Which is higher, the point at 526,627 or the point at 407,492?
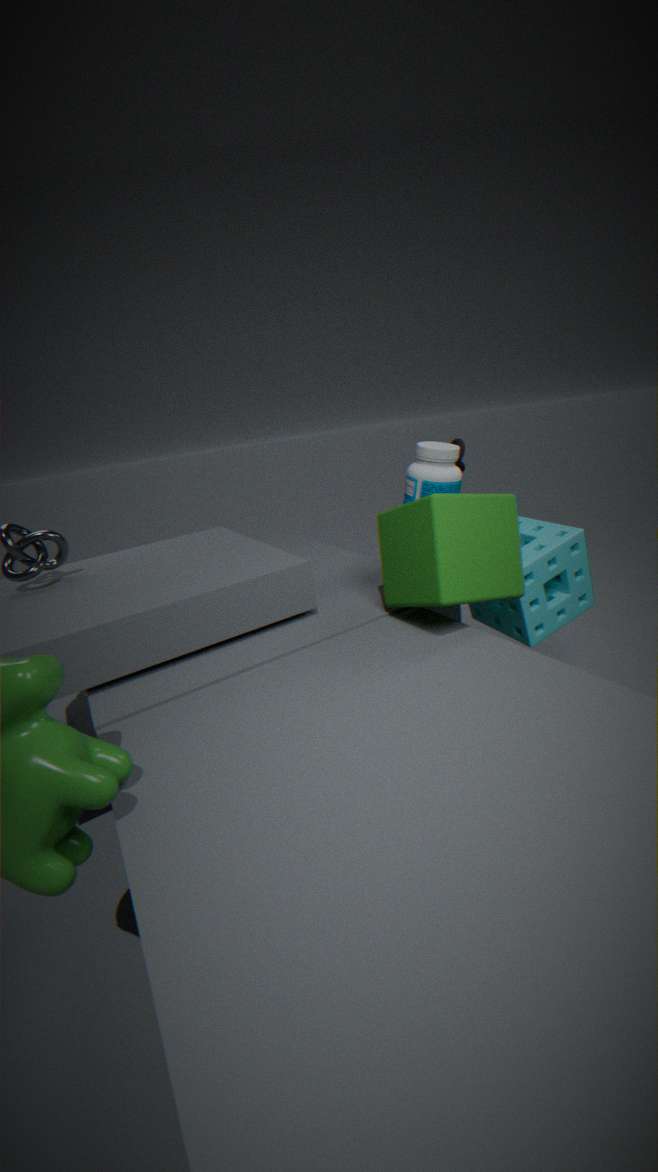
the point at 407,492
